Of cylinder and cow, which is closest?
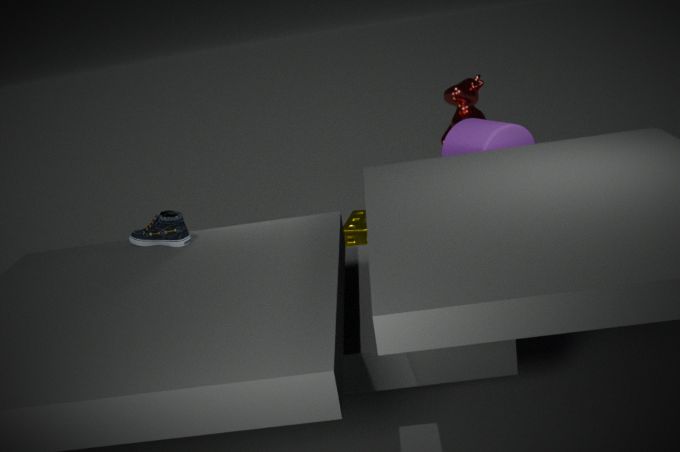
cylinder
